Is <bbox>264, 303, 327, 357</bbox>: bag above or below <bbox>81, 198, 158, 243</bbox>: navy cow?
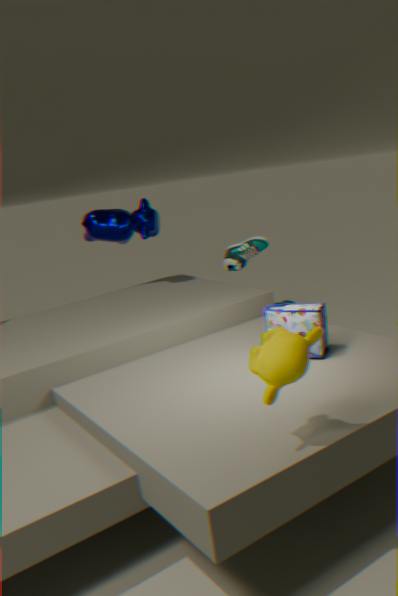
below
